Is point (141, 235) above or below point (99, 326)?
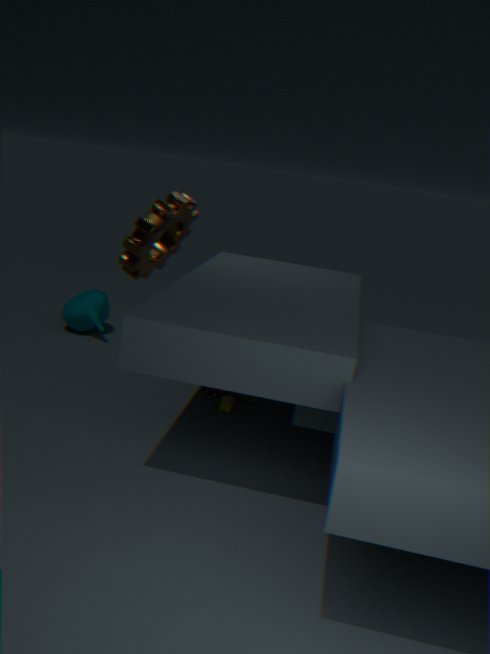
above
